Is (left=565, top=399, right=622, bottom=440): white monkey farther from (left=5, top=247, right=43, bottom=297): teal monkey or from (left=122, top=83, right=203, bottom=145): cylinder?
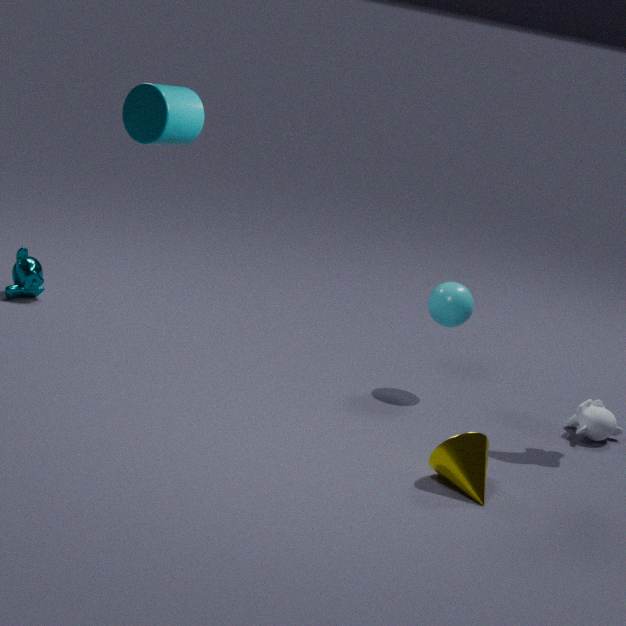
(left=5, top=247, right=43, bottom=297): teal monkey
